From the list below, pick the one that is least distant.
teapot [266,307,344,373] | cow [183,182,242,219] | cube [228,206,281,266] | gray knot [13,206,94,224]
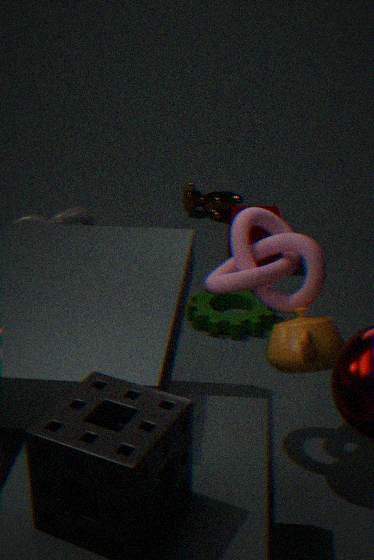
teapot [266,307,344,373]
